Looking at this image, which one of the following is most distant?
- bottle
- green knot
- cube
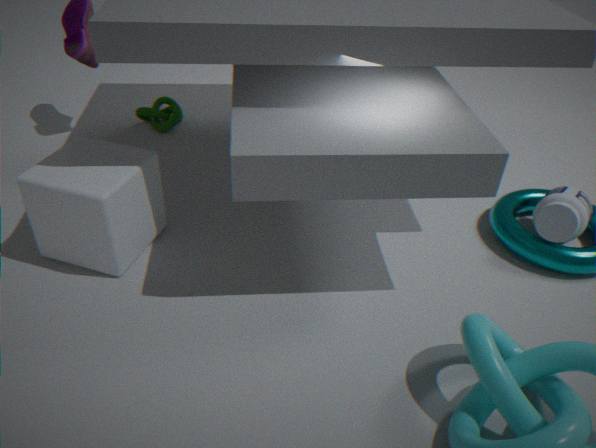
green knot
